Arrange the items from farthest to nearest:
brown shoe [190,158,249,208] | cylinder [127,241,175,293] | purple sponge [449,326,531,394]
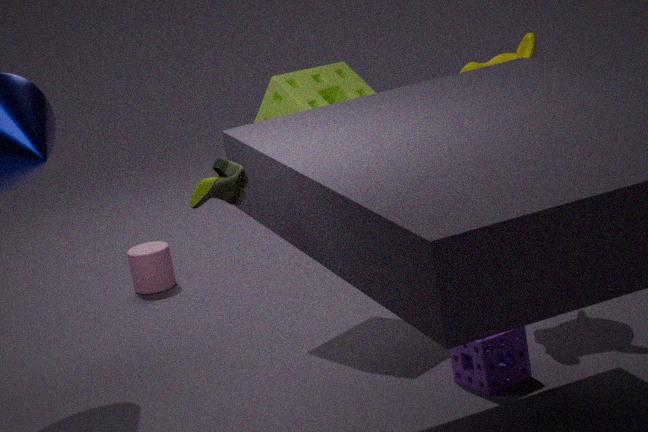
cylinder [127,241,175,293] < purple sponge [449,326,531,394] < brown shoe [190,158,249,208]
